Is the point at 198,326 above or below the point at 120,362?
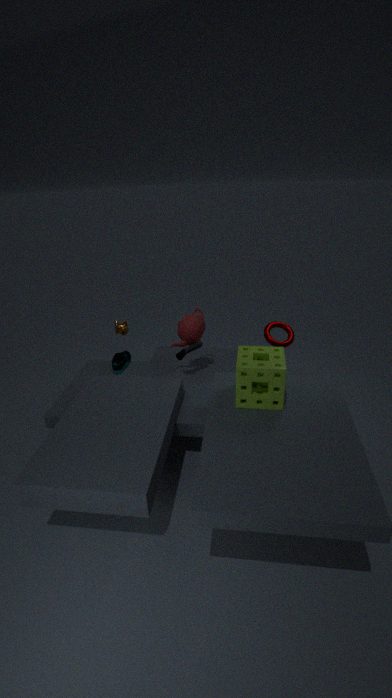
above
